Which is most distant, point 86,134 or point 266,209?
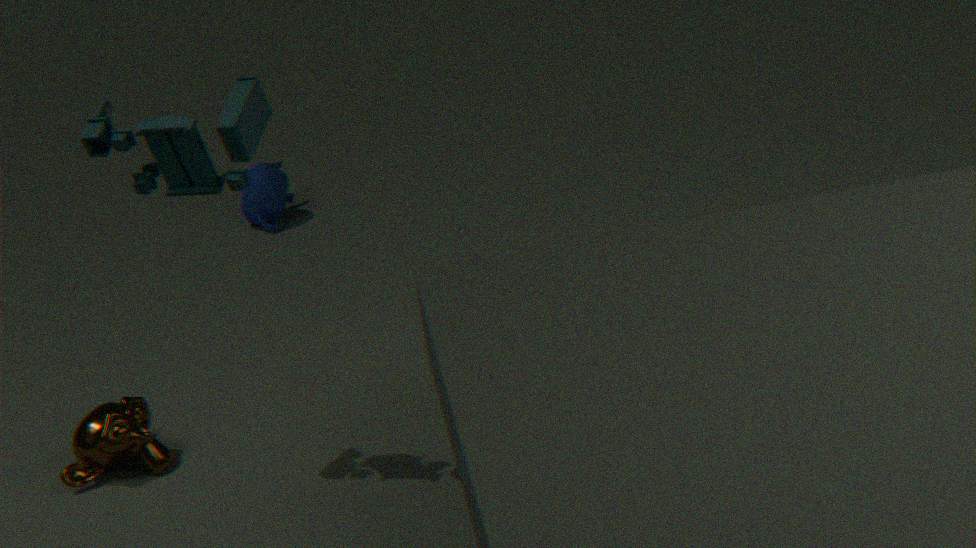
point 266,209
